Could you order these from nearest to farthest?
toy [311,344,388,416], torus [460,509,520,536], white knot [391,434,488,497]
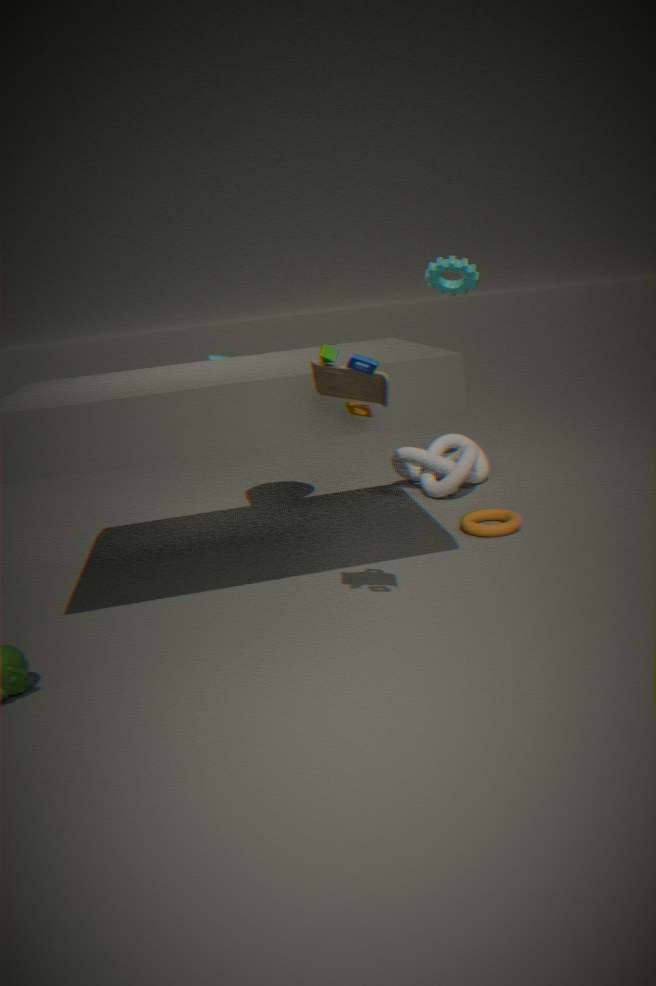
1. toy [311,344,388,416]
2. torus [460,509,520,536]
3. white knot [391,434,488,497]
